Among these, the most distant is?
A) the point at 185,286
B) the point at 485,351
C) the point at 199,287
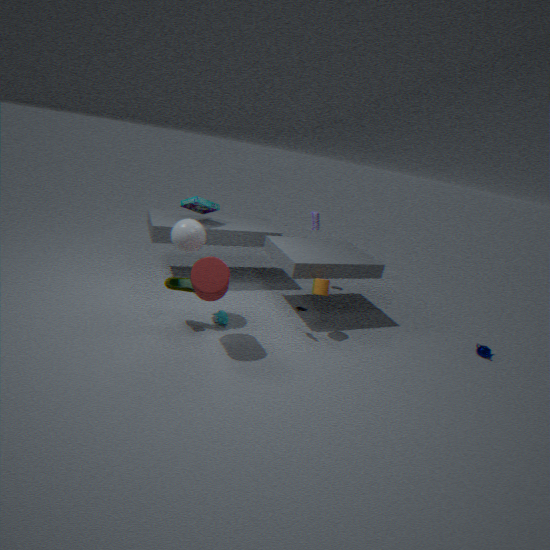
the point at 485,351
